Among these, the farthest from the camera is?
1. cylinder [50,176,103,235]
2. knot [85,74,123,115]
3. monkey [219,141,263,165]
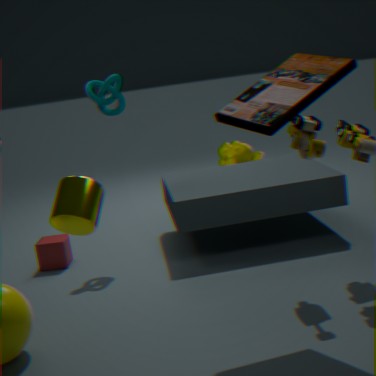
monkey [219,141,263,165]
